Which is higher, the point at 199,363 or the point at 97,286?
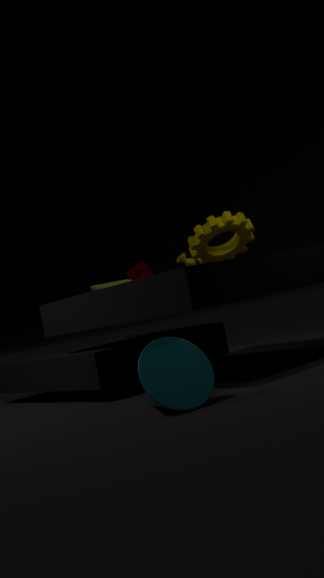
the point at 97,286
